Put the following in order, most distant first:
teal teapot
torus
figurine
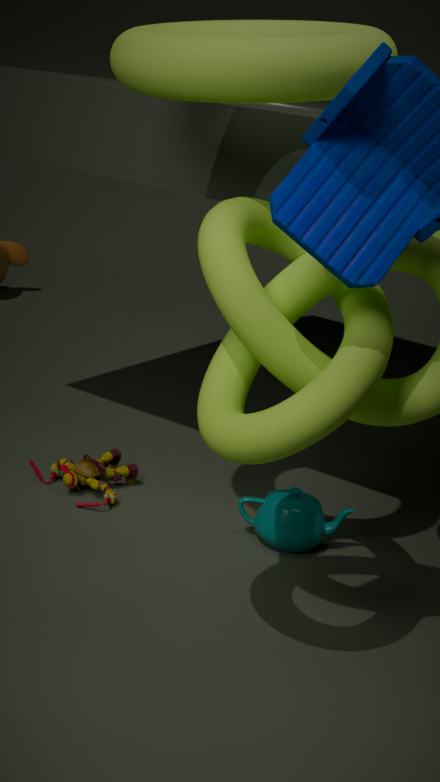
figurine → teal teapot → torus
